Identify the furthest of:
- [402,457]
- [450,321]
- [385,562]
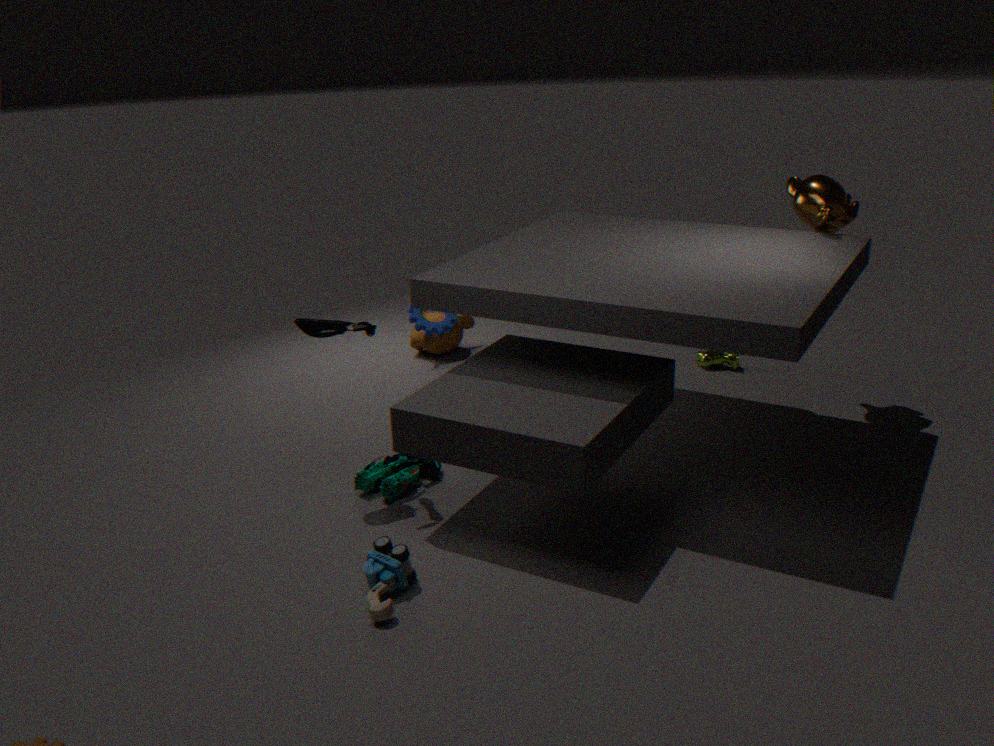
[450,321]
